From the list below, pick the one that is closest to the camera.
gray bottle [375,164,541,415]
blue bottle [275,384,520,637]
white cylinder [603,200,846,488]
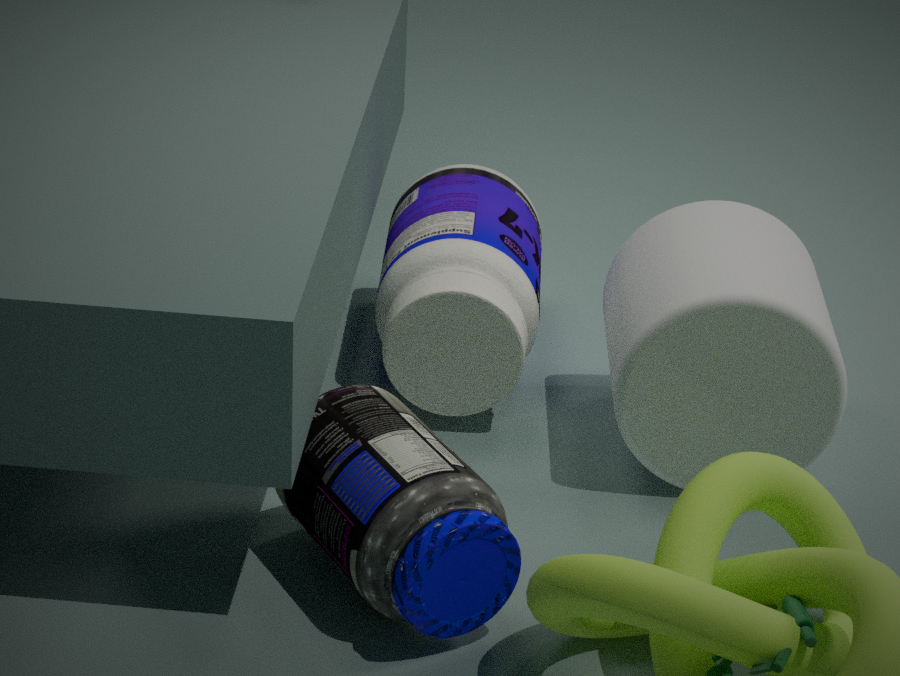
blue bottle [275,384,520,637]
